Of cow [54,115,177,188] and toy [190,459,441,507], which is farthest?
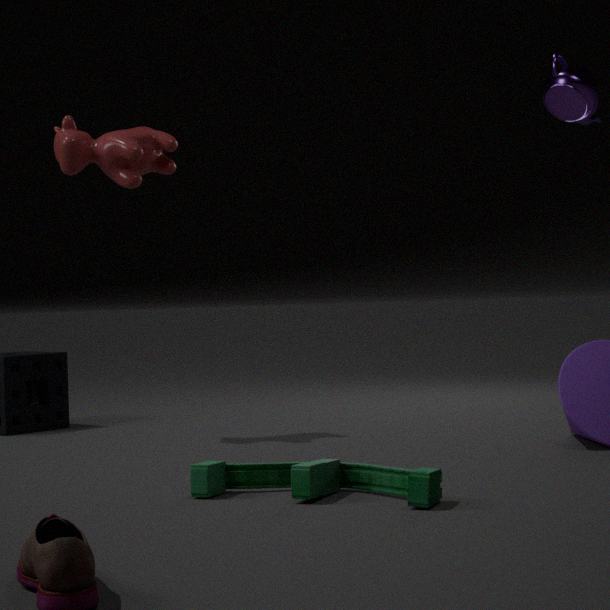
cow [54,115,177,188]
